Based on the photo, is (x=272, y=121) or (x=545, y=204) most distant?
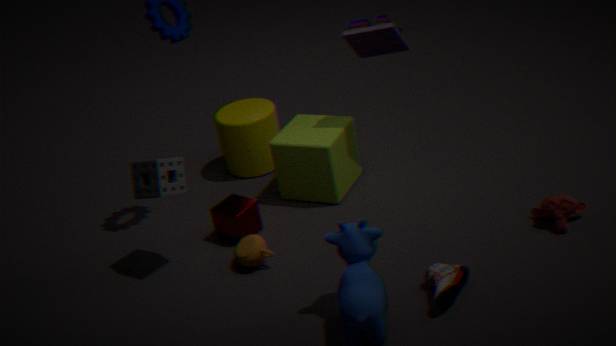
(x=272, y=121)
